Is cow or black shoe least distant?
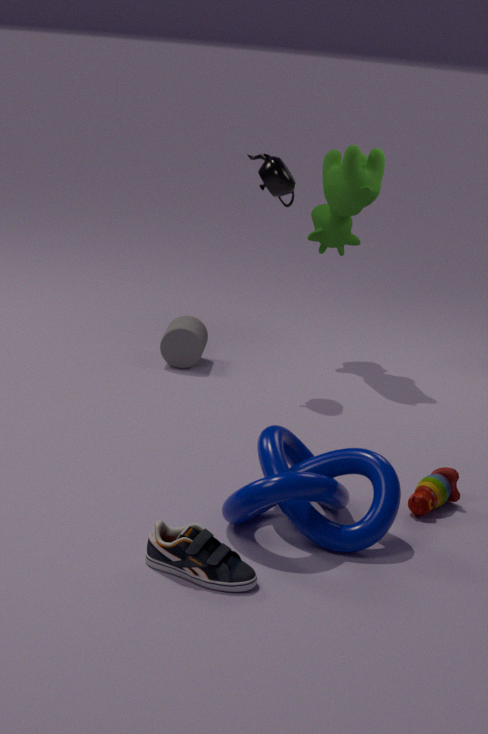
black shoe
